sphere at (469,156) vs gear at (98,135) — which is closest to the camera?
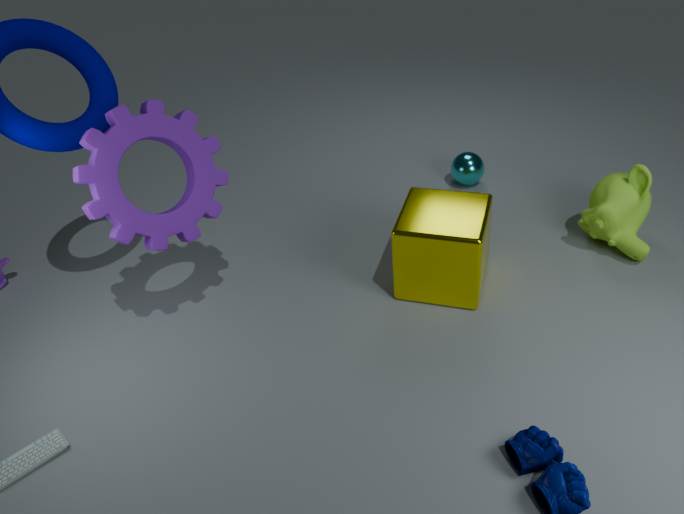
gear at (98,135)
